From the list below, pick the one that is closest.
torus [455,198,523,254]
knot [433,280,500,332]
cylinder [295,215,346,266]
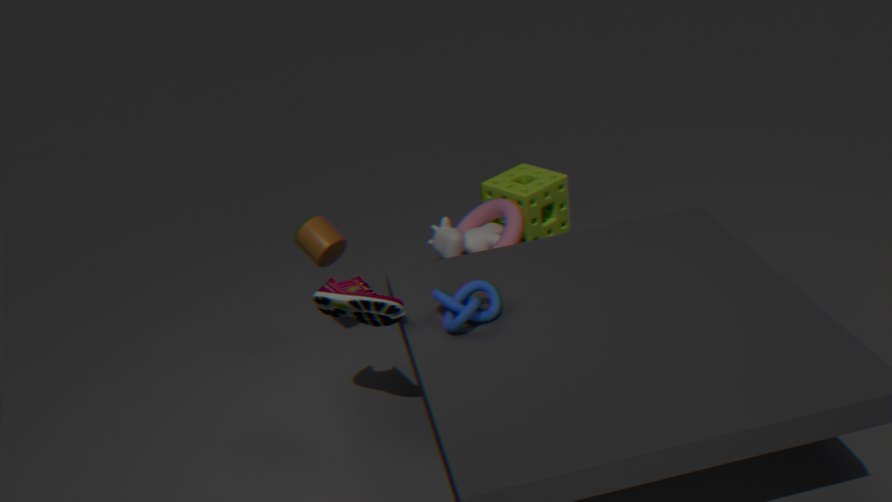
knot [433,280,500,332]
